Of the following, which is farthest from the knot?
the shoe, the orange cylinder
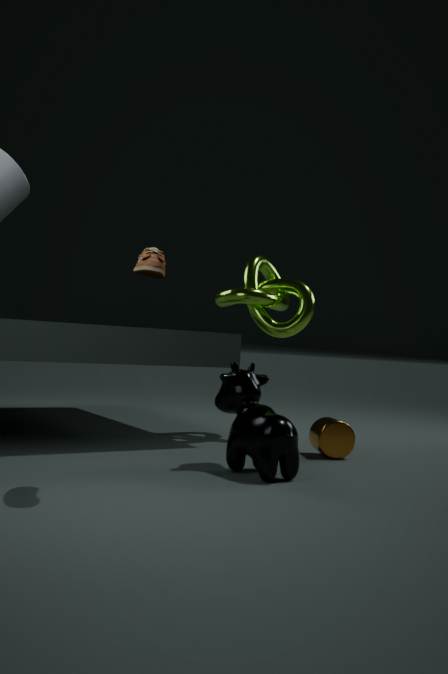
the shoe
